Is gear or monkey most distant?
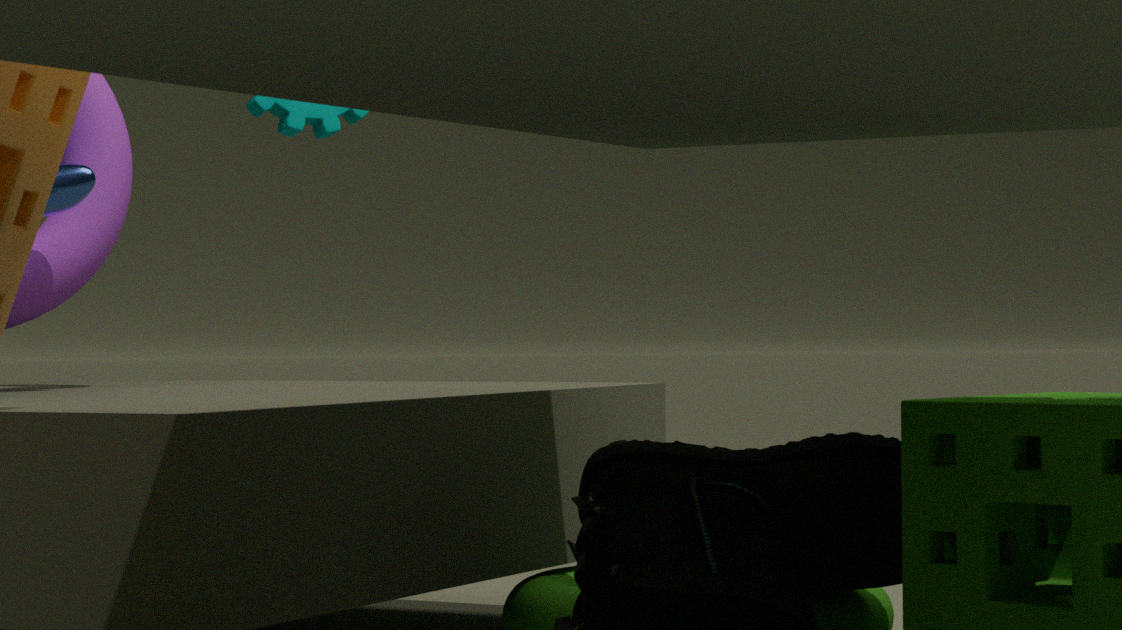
gear
